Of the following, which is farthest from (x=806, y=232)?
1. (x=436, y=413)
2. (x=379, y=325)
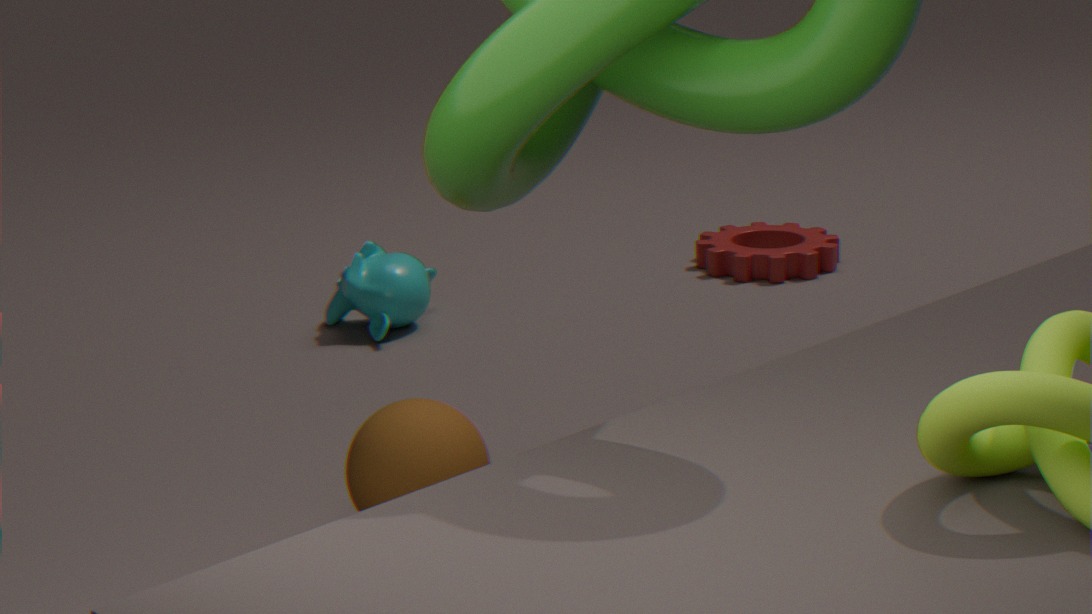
(x=436, y=413)
